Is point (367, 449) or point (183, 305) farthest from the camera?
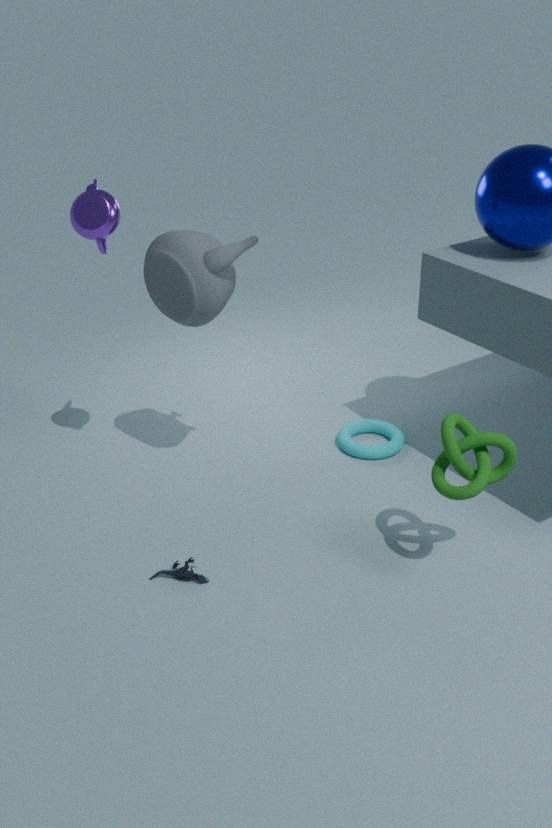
point (367, 449)
